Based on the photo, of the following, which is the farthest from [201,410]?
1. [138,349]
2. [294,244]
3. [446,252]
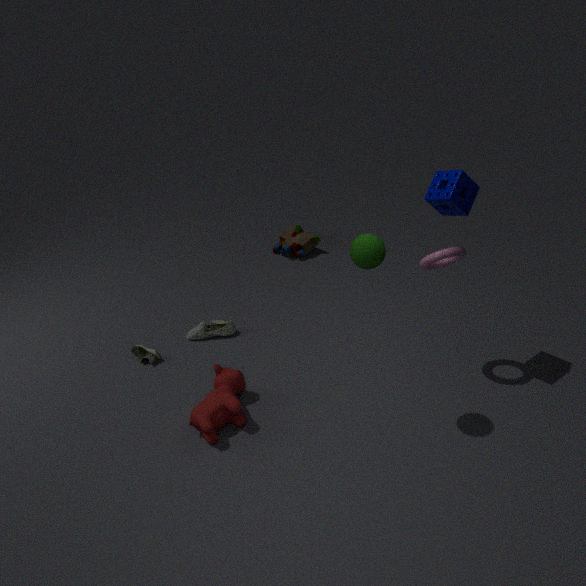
[294,244]
